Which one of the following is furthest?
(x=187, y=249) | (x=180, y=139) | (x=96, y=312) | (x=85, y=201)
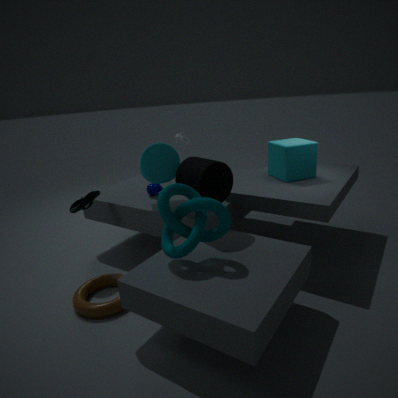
(x=180, y=139)
